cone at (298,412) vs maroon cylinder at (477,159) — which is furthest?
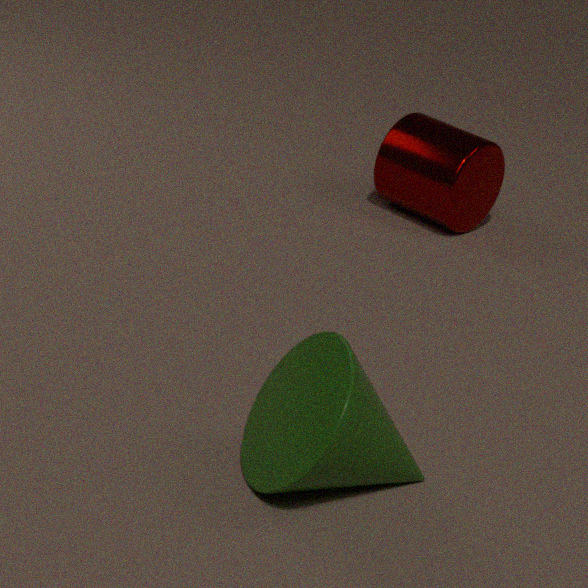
maroon cylinder at (477,159)
